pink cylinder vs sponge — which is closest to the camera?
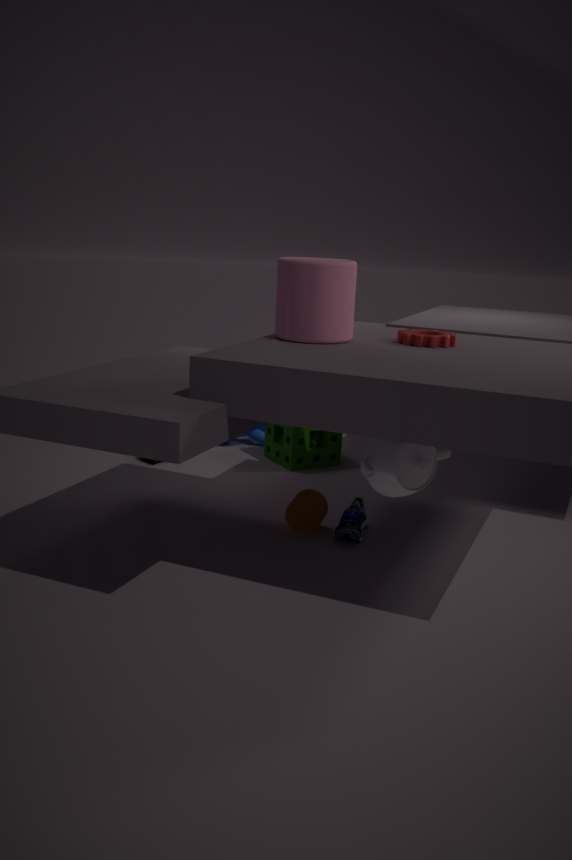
pink cylinder
